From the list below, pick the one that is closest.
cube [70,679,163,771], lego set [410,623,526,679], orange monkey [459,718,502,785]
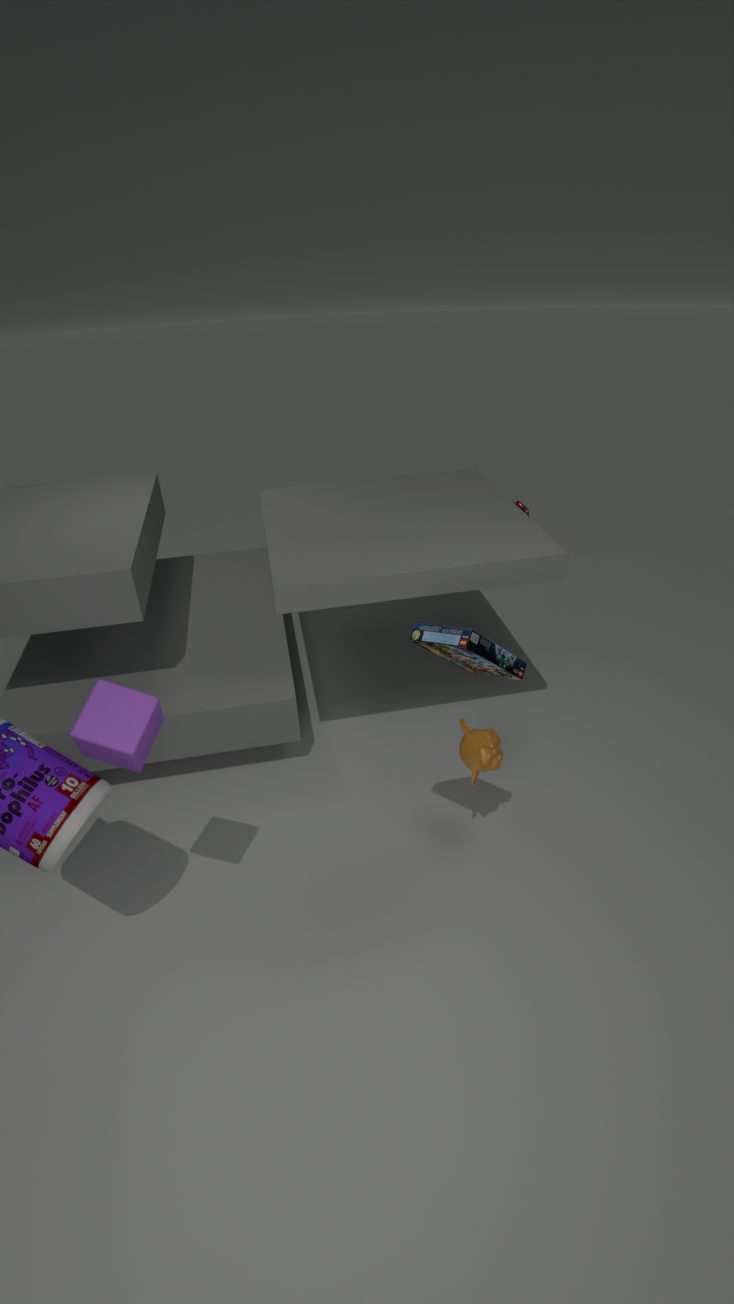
cube [70,679,163,771]
